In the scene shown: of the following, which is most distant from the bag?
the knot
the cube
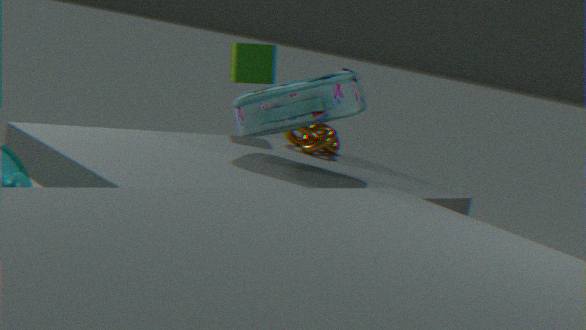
the cube
